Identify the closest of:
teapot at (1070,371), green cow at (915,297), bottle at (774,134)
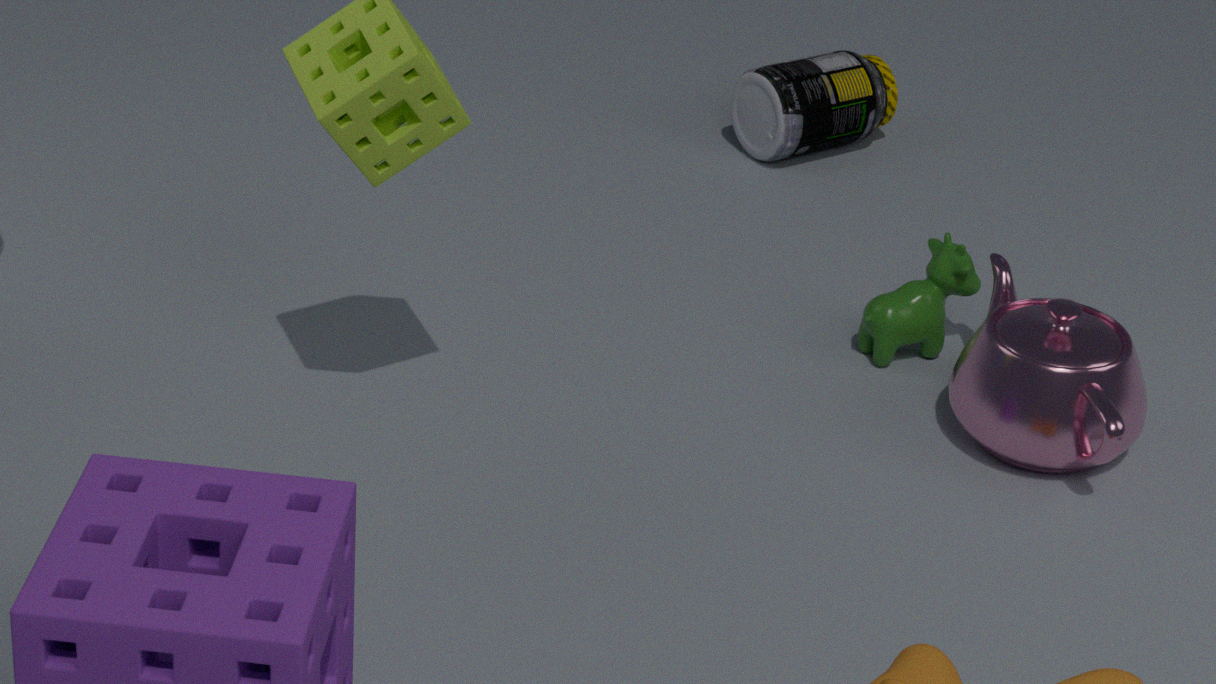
teapot at (1070,371)
